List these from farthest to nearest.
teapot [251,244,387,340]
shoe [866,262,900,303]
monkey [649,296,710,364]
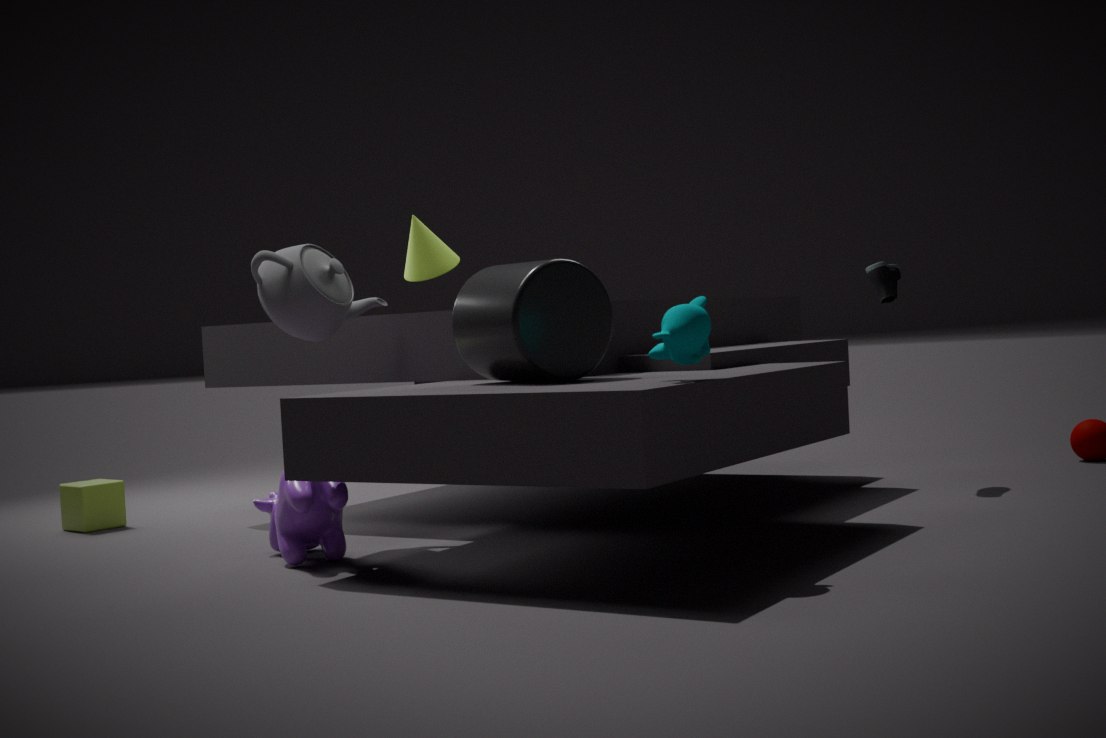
shoe [866,262,900,303] < teapot [251,244,387,340] < monkey [649,296,710,364]
